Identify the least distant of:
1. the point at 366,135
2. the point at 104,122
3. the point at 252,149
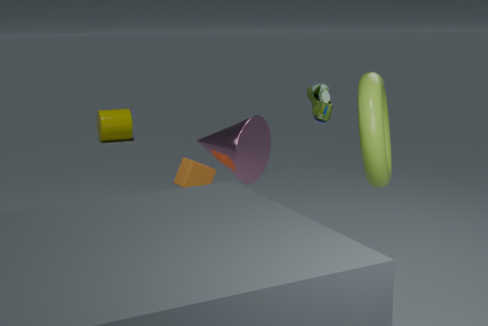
the point at 366,135
